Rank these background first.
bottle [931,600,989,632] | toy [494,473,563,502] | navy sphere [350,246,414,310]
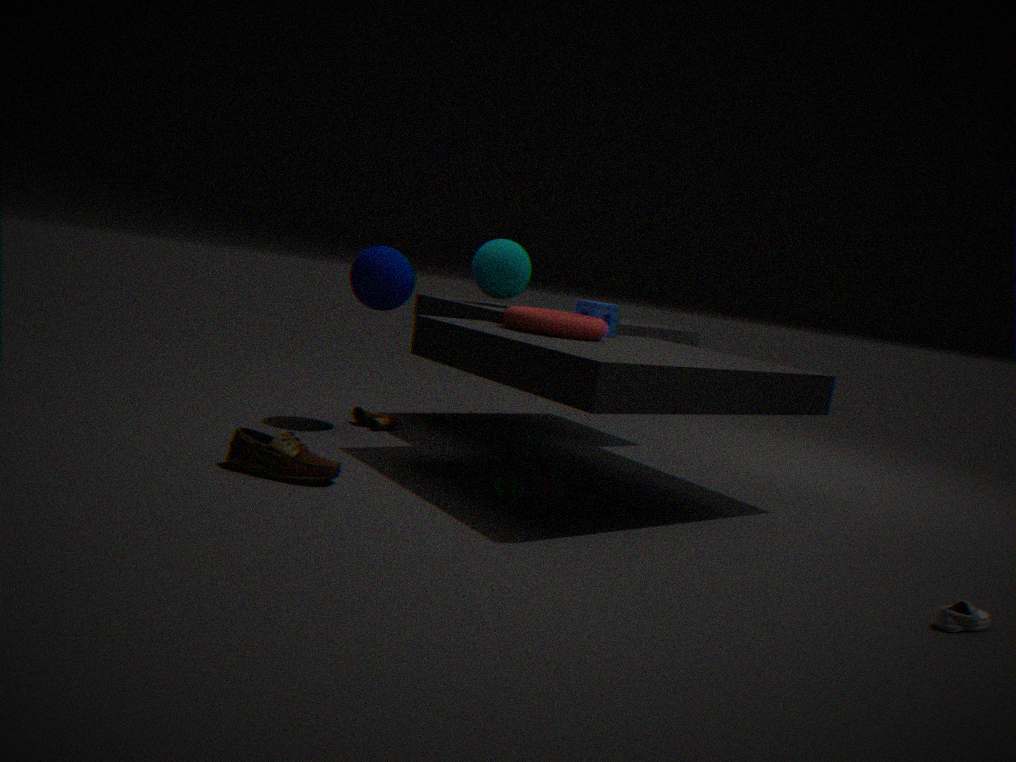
1. navy sphere [350,246,414,310]
2. toy [494,473,563,502]
3. bottle [931,600,989,632]
